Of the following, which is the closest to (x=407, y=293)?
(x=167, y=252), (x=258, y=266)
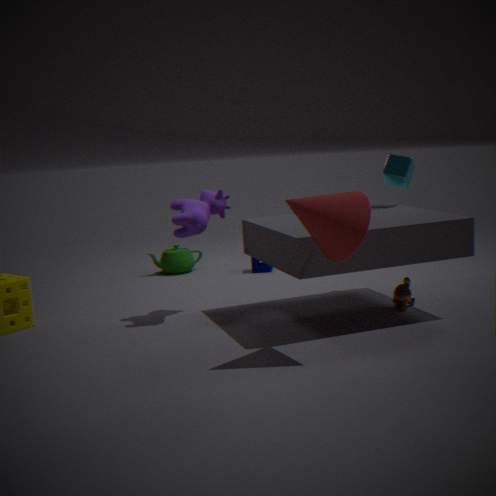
(x=258, y=266)
